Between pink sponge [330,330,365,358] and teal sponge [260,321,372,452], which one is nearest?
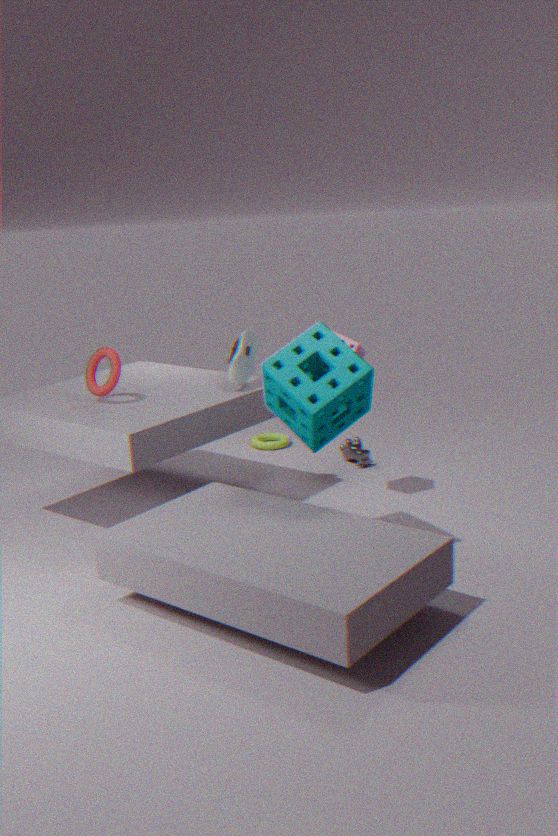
teal sponge [260,321,372,452]
